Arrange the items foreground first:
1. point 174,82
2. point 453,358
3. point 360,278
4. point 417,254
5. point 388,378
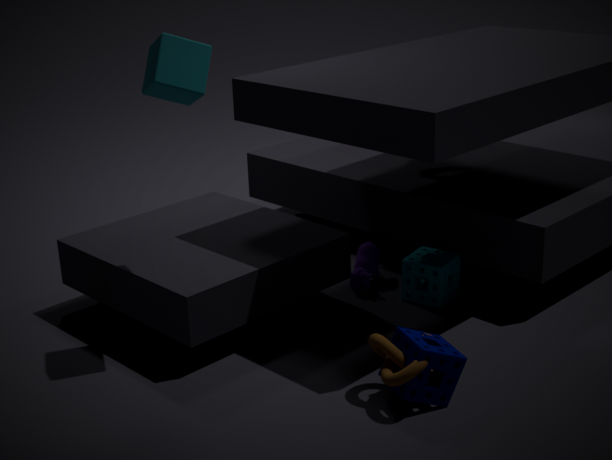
point 388,378
point 453,358
point 174,82
point 417,254
point 360,278
